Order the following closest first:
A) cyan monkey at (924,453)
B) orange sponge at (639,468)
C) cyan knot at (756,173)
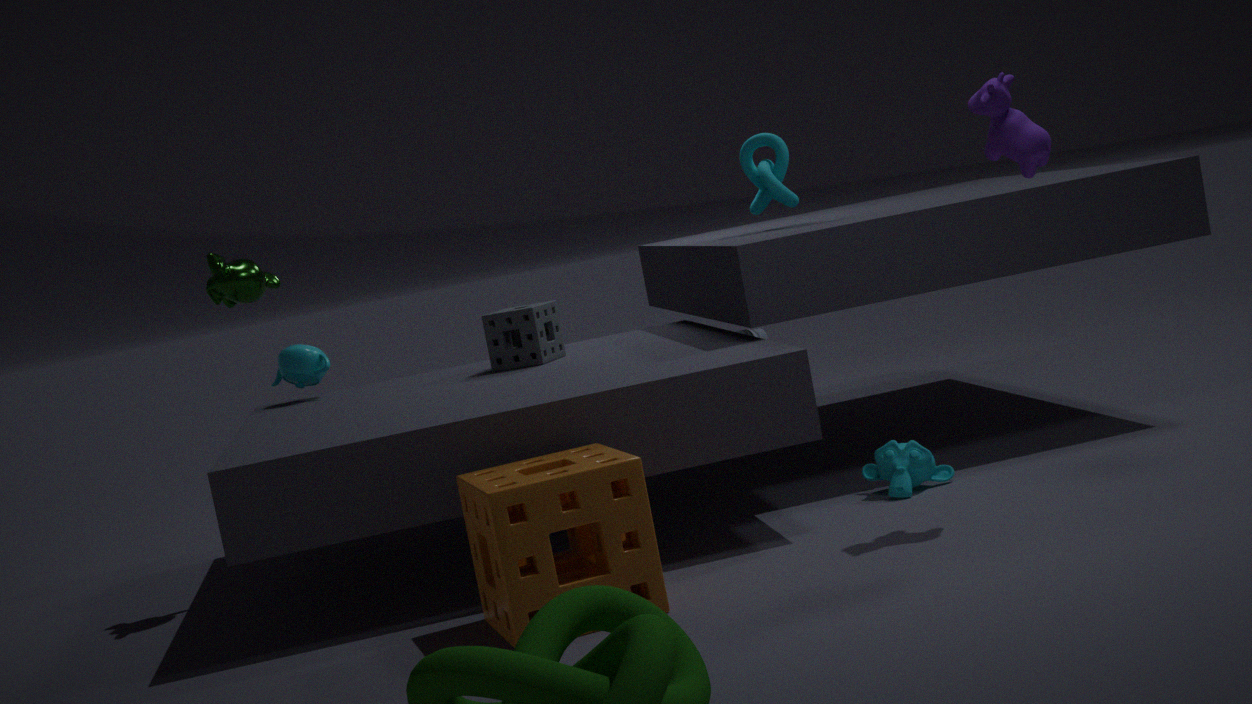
1. orange sponge at (639,468)
2. cyan monkey at (924,453)
3. cyan knot at (756,173)
